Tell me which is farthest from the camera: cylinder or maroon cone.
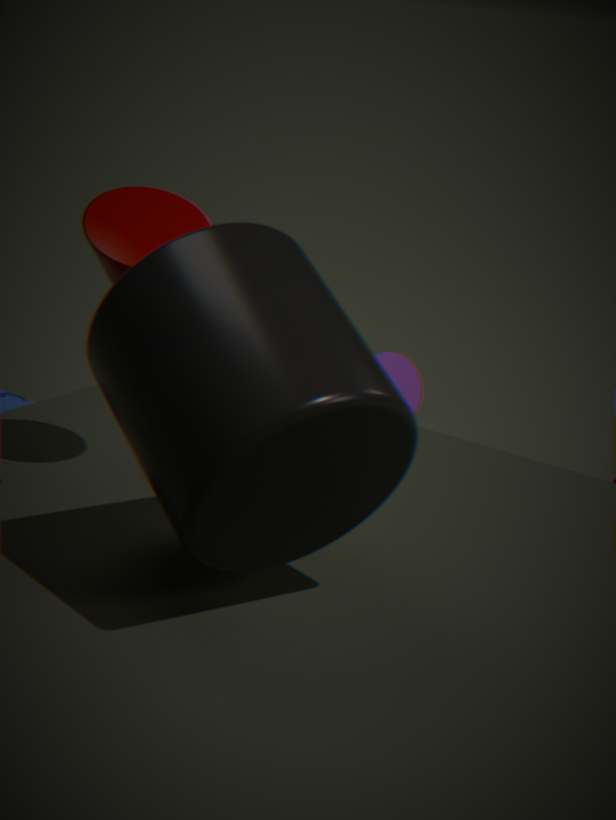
maroon cone
